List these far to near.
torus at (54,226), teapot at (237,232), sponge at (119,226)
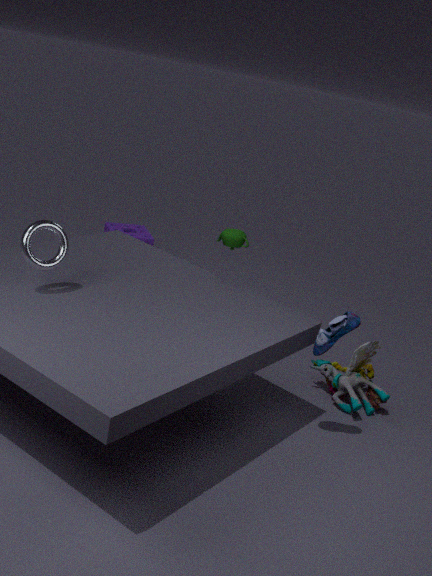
sponge at (119,226), teapot at (237,232), torus at (54,226)
